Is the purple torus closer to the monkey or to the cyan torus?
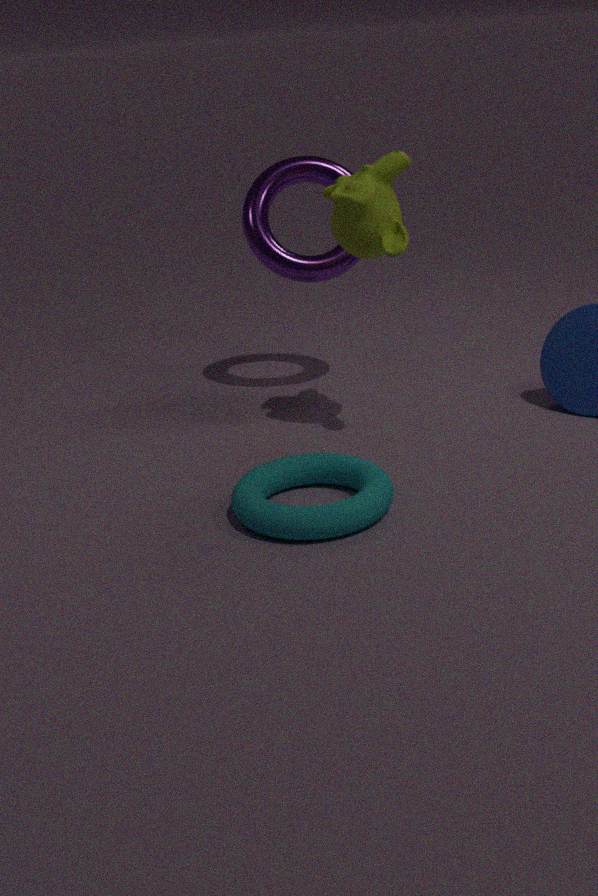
the monkey
